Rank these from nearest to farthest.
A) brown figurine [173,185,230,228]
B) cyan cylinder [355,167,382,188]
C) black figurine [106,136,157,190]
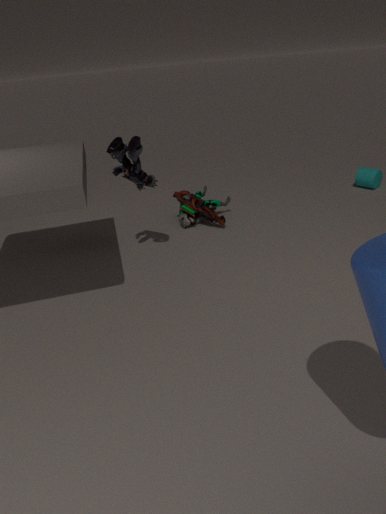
black figurine [106,136,157,190] → brown figurine [173,185,230,228] → cyan cylinder [355,167,382,188]
